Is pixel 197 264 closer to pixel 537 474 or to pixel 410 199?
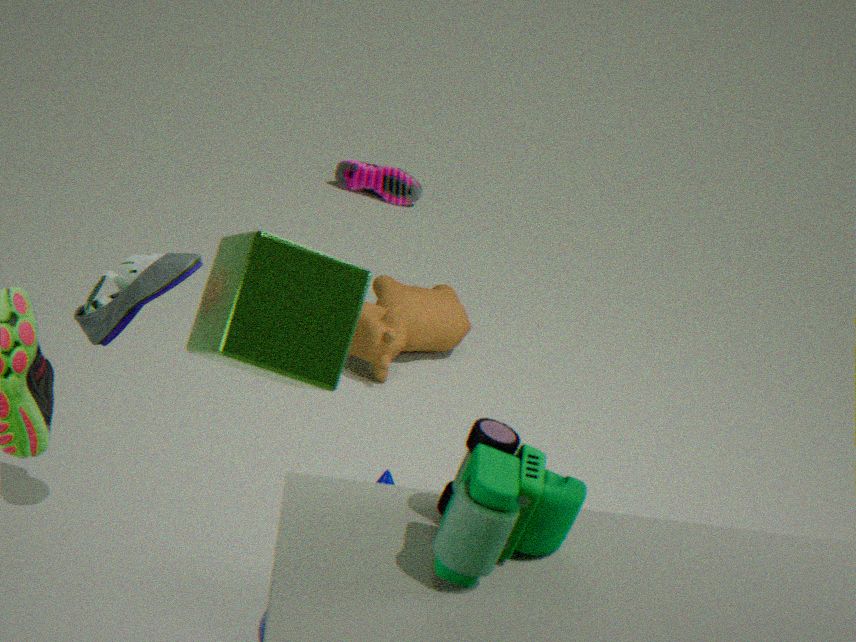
pixel 537 474
